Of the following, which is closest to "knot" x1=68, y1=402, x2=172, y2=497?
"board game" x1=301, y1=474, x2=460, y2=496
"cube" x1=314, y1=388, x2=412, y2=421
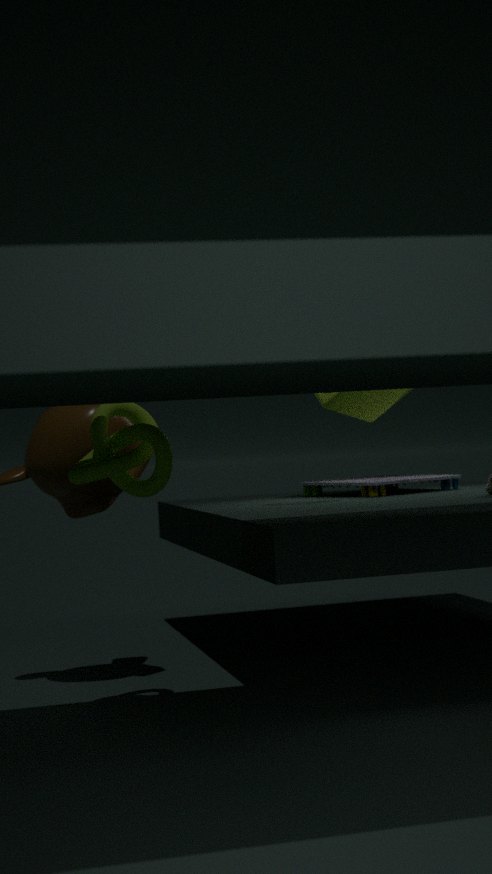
"cube" x1=314, y1=388, x2=412, y2=421
